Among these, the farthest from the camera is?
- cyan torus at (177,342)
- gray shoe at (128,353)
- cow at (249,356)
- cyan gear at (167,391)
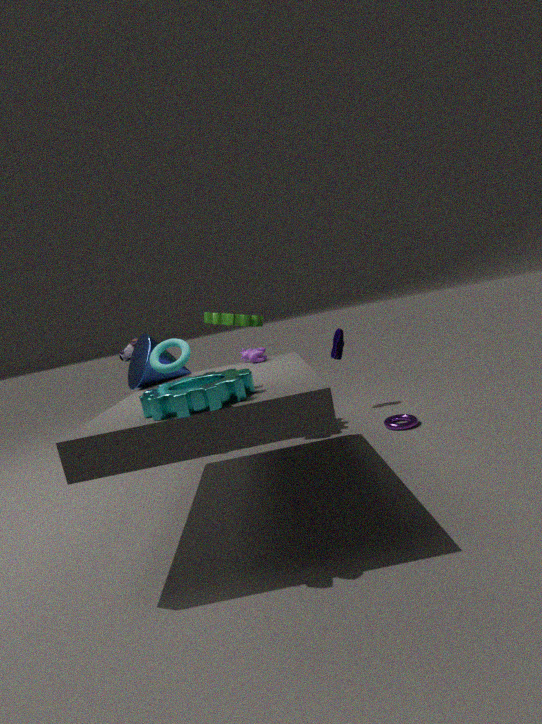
gray shoe at (128,353)
